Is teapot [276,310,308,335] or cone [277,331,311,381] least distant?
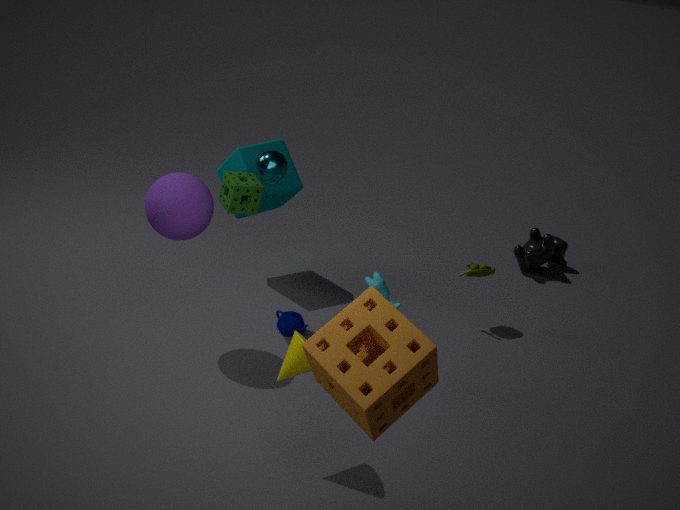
cone [277,331,311,381]
